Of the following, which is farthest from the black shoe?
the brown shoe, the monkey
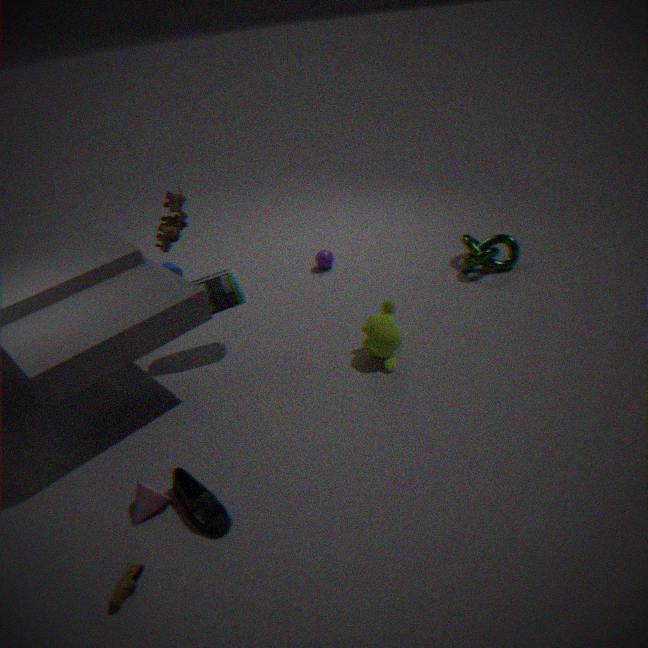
the monkey
